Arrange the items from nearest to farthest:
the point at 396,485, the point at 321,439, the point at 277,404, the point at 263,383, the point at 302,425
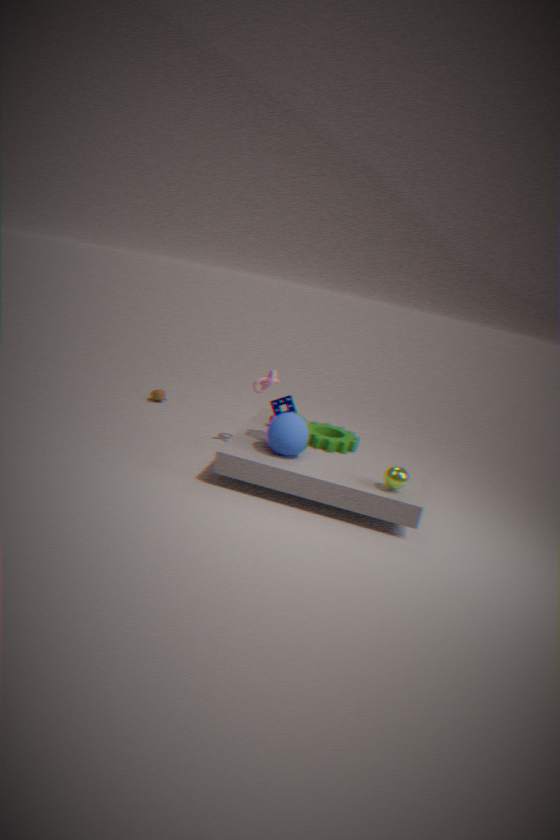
the point at 396,485 < the point at 302,425 < the point at 277,404 < the point at 321,439 < the point at 263,383
